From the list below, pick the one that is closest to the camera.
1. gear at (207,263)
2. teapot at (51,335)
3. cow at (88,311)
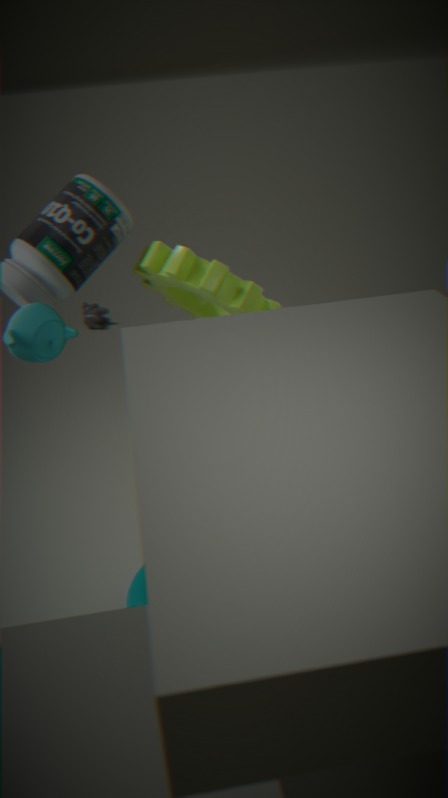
teapot at (51,335)
